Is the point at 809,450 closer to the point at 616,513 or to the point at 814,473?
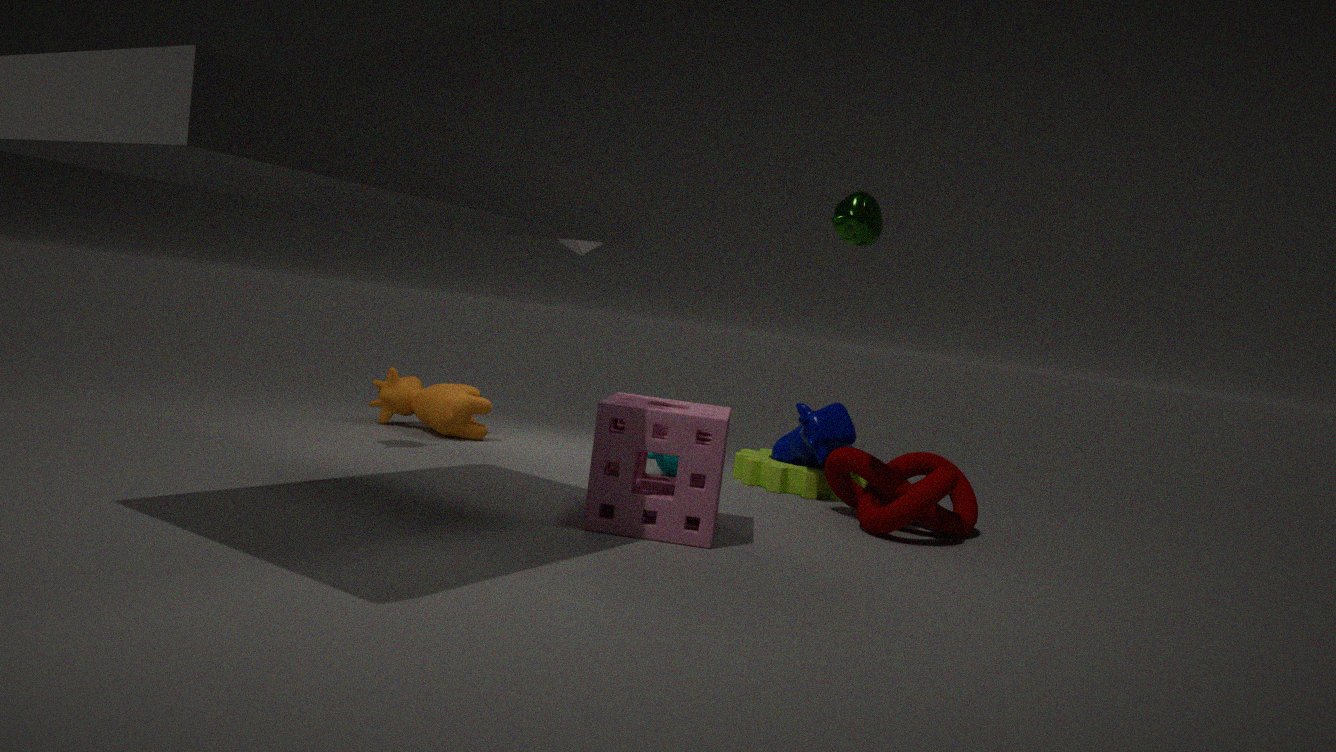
the point at 814,473
